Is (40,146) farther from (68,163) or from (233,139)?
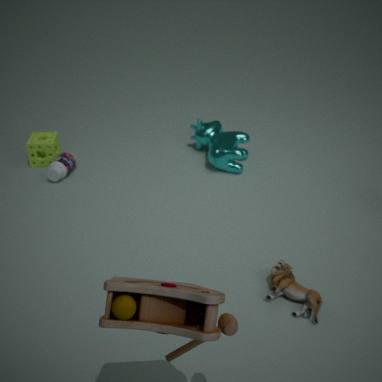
(233,139)
